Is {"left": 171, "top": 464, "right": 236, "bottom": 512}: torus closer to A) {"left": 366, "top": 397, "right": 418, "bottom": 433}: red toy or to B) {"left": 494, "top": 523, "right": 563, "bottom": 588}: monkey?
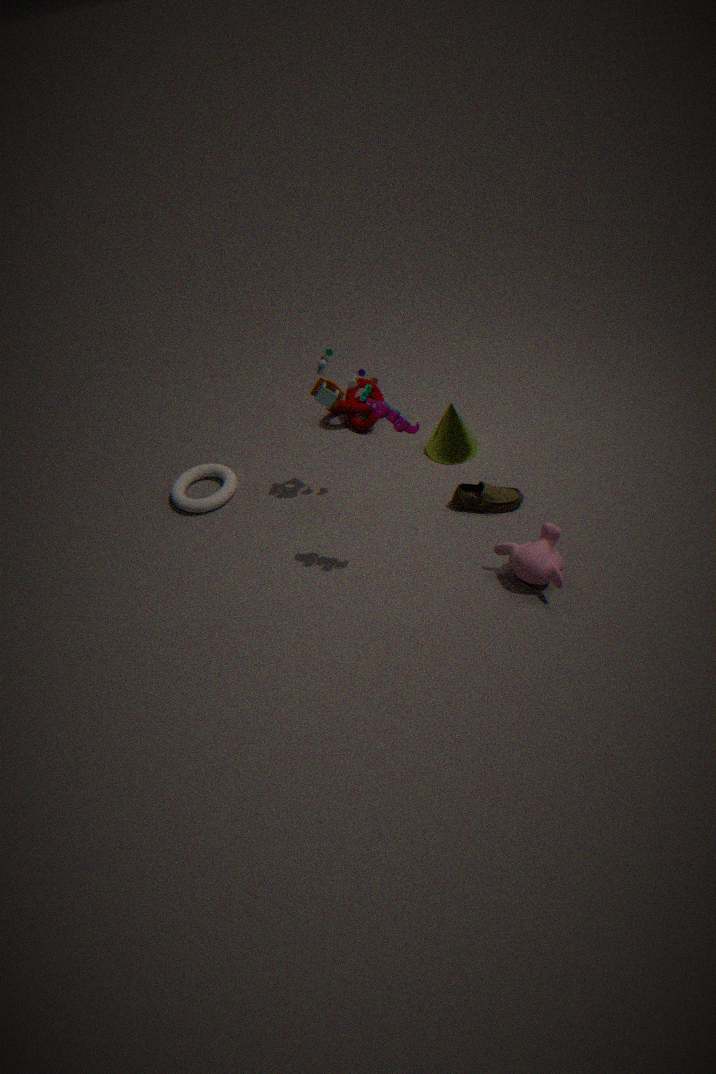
A) {"left": 366, "top": 397, "right": 418, "bottom": 433}: red toy
